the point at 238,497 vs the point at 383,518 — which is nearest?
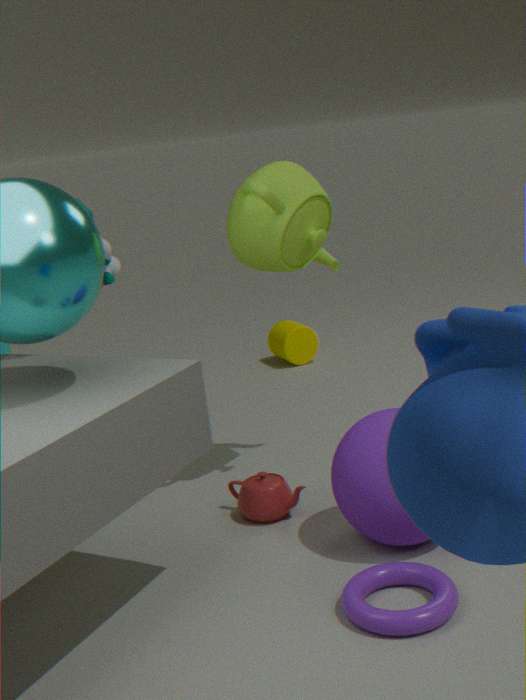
the point at 383,518
